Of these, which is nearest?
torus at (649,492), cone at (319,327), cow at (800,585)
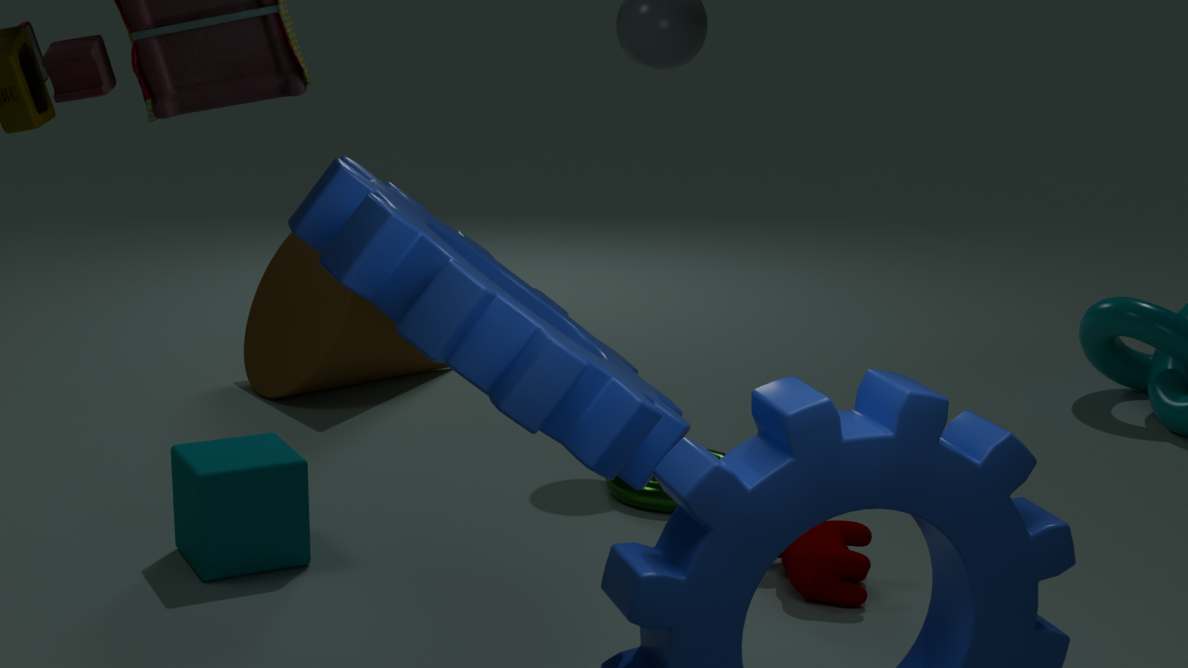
cow at (800,585)
